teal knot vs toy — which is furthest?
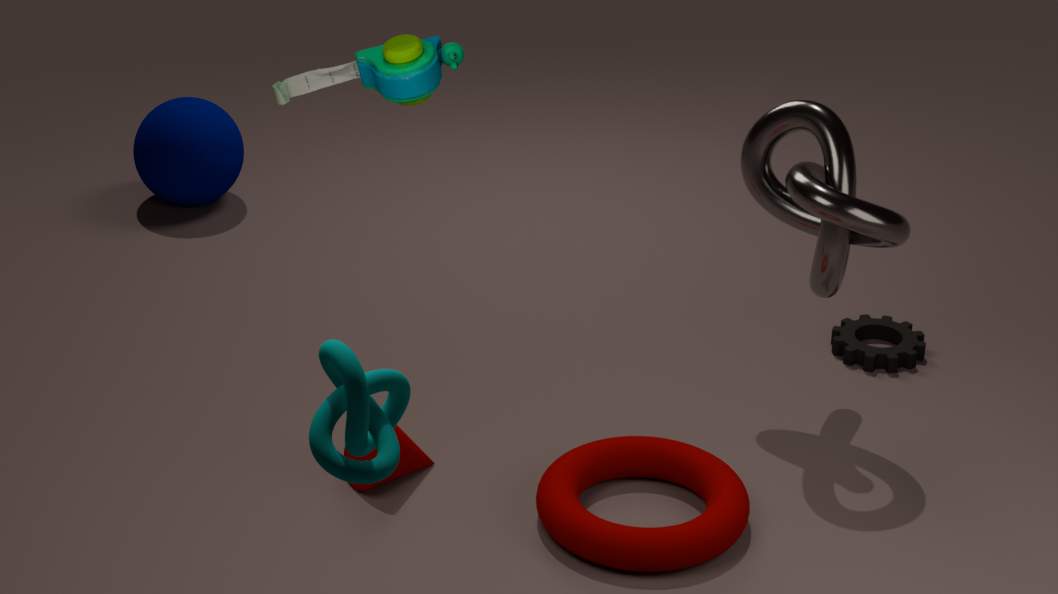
toy
